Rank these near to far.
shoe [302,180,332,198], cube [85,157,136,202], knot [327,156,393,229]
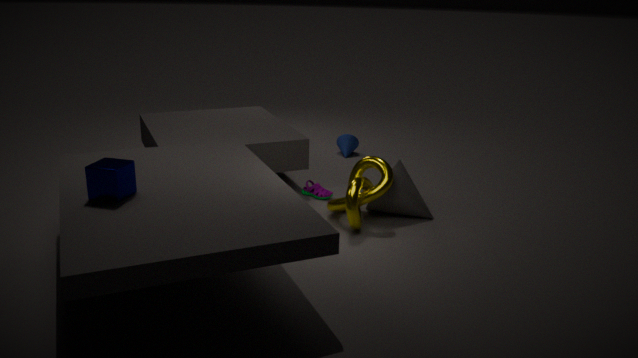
cube [85,157,136,202], knot [327,156,393,229], shoe [302,180,332,198]
